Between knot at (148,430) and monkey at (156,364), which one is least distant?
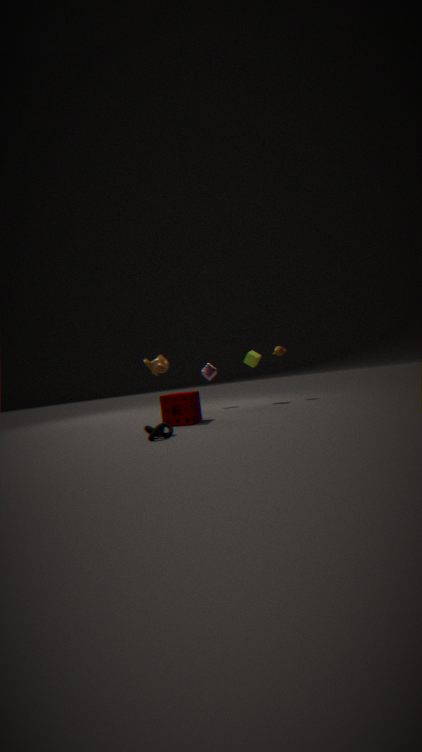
knot at (148,430)
